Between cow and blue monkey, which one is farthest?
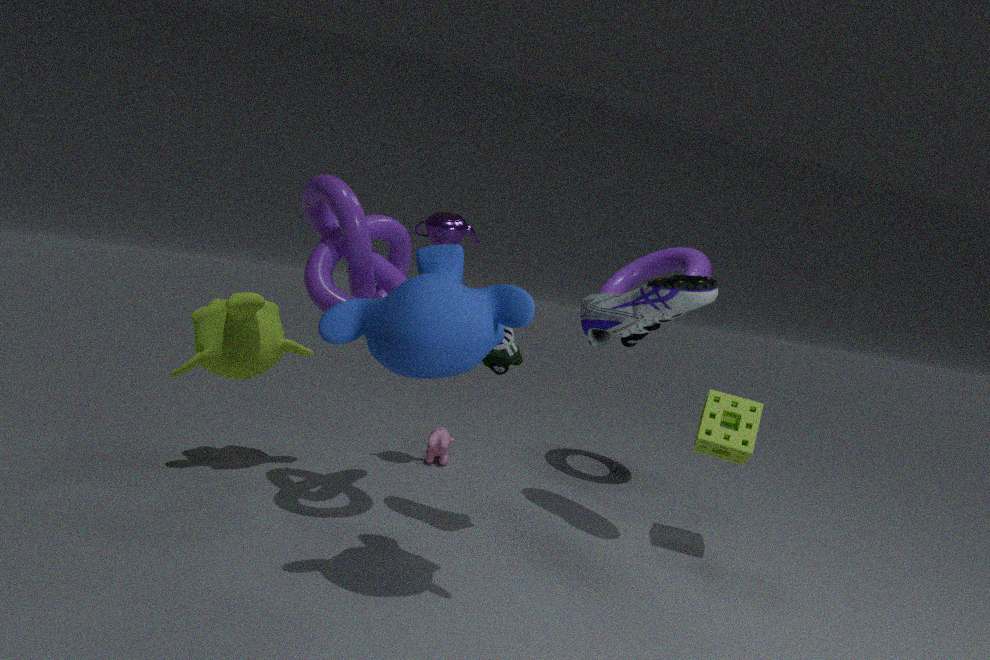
cow
